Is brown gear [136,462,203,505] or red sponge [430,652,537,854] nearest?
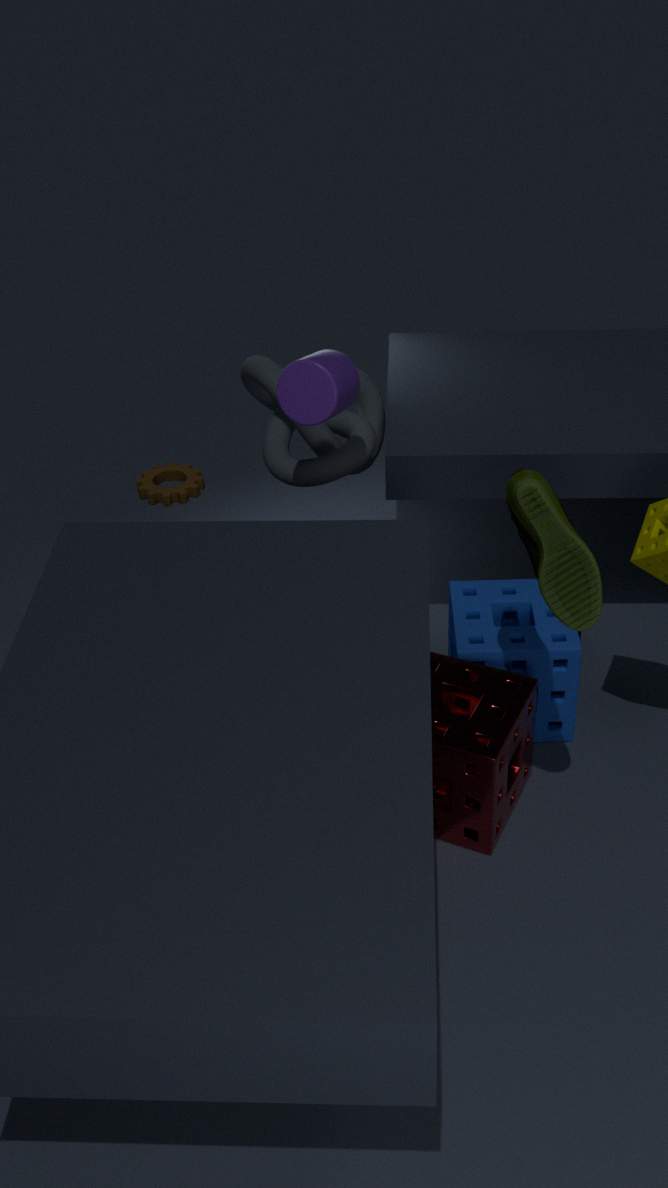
red sponge [430,652,537,854]
